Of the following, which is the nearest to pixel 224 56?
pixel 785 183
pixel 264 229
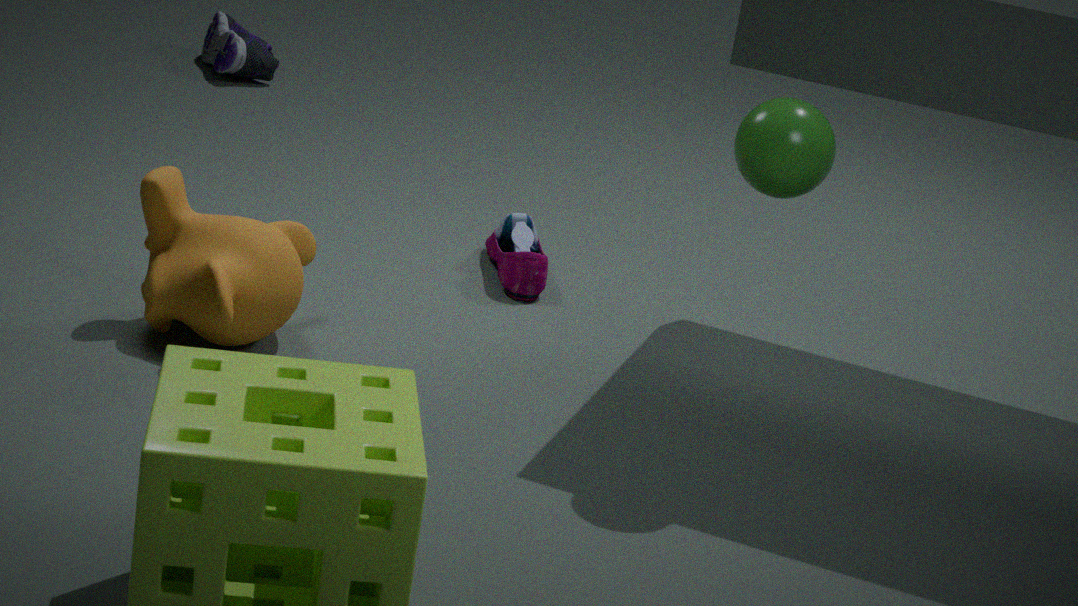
pixel 264 229
